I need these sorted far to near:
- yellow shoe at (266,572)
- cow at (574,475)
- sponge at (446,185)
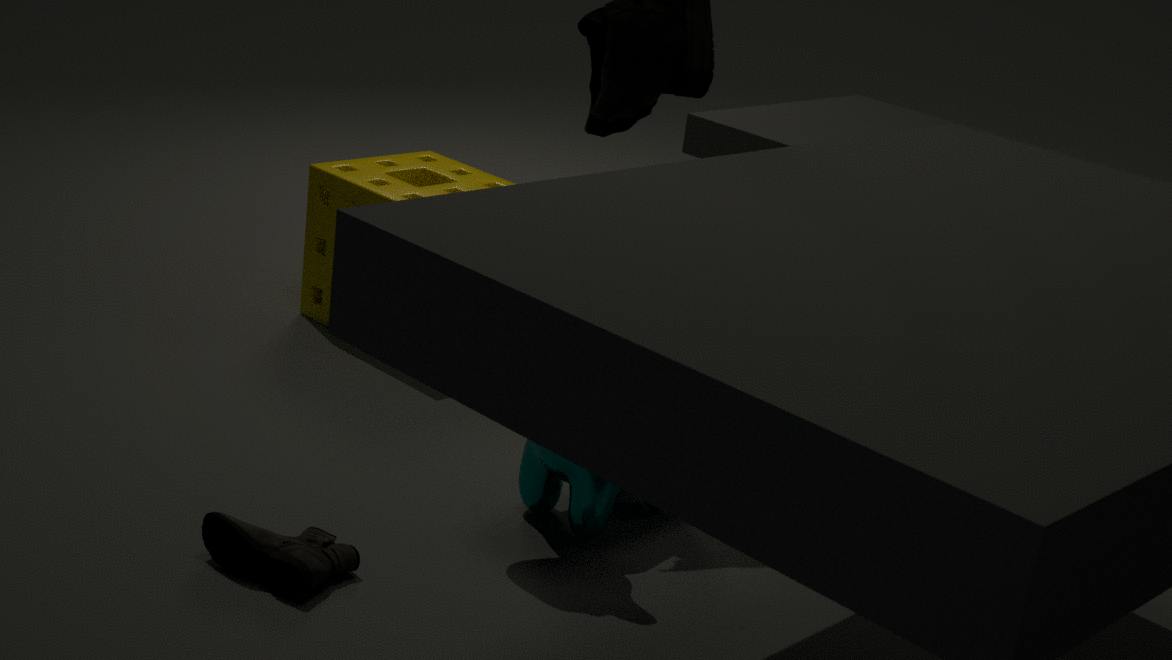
sponge at (446,185)
cow at (574,475)
yellow shoe at (266,572)
